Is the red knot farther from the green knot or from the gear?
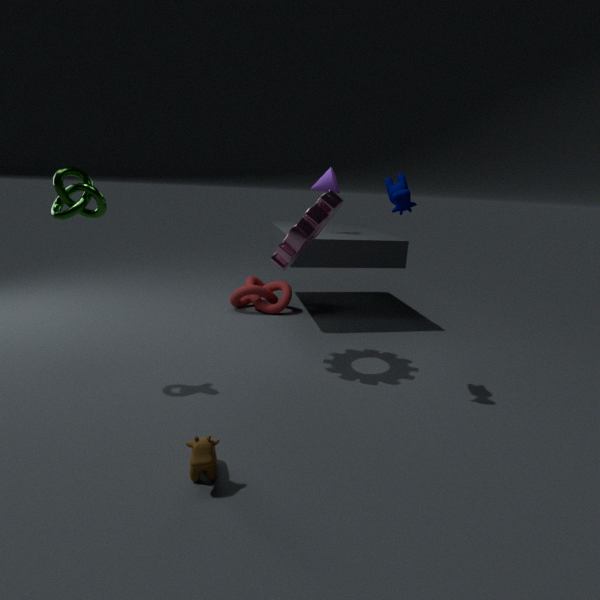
the green knot
